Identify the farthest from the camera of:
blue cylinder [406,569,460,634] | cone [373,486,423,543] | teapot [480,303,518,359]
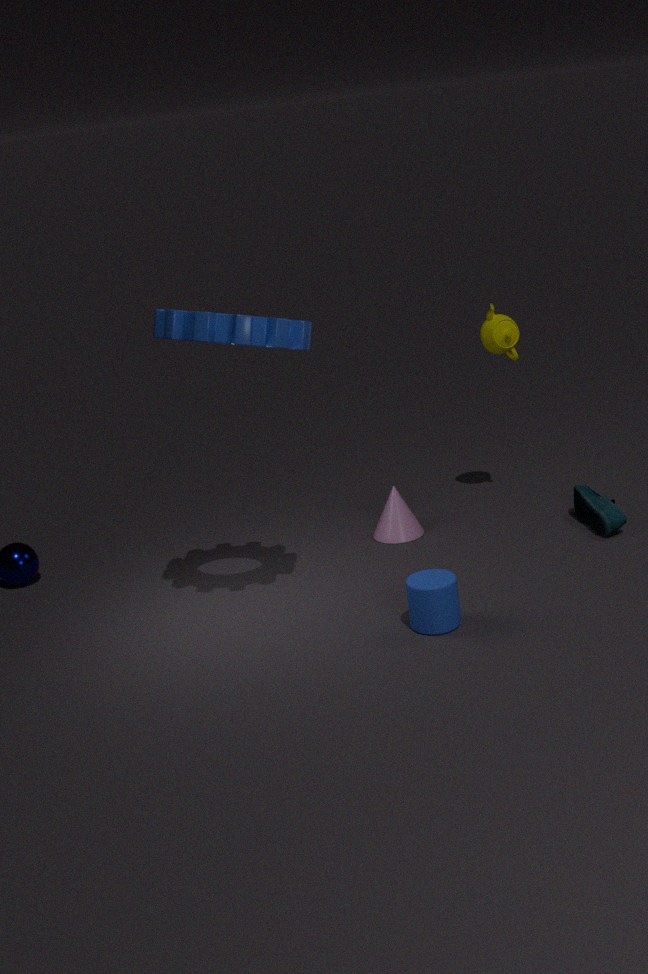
teapot [480,303,518,359]
